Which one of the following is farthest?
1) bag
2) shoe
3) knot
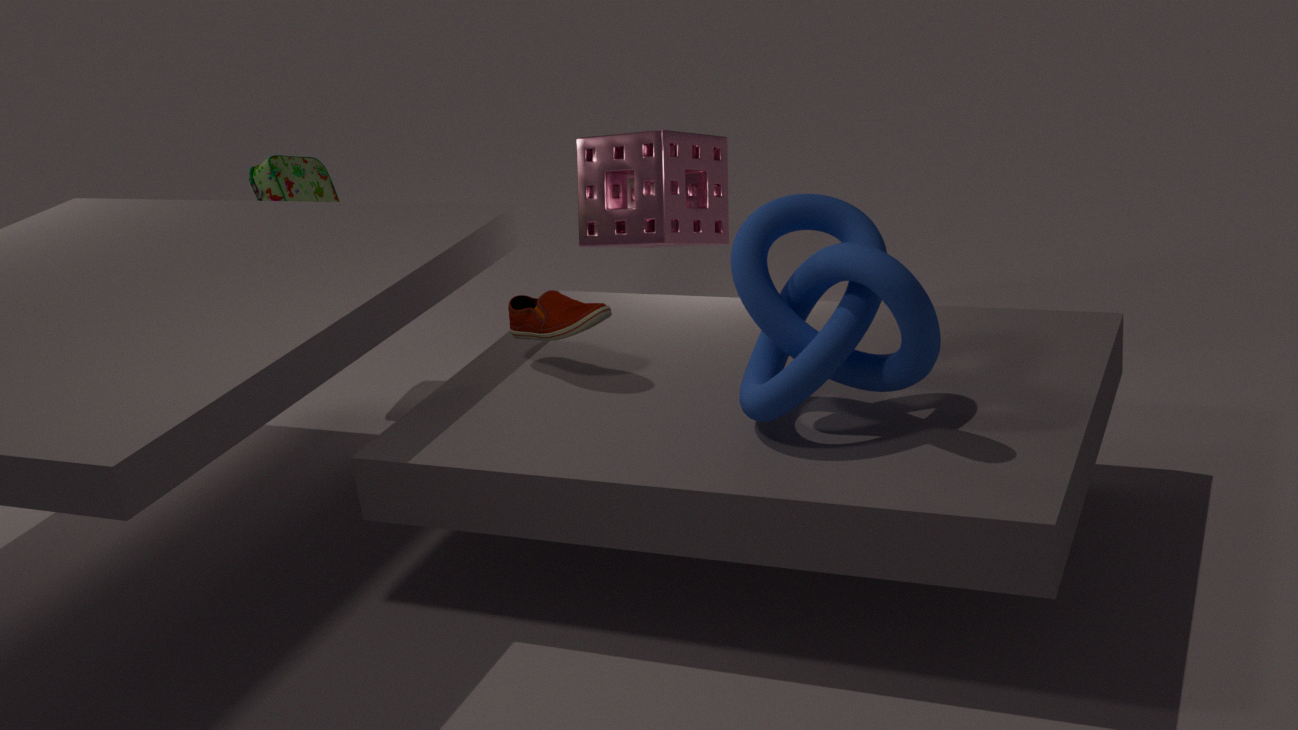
1. bag
